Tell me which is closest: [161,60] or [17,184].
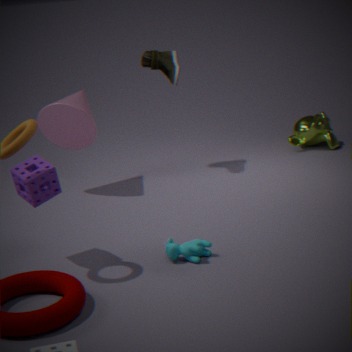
[17,184]
